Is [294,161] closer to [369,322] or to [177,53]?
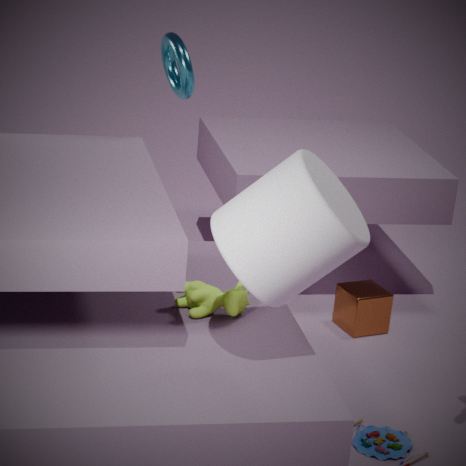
[177,53]
